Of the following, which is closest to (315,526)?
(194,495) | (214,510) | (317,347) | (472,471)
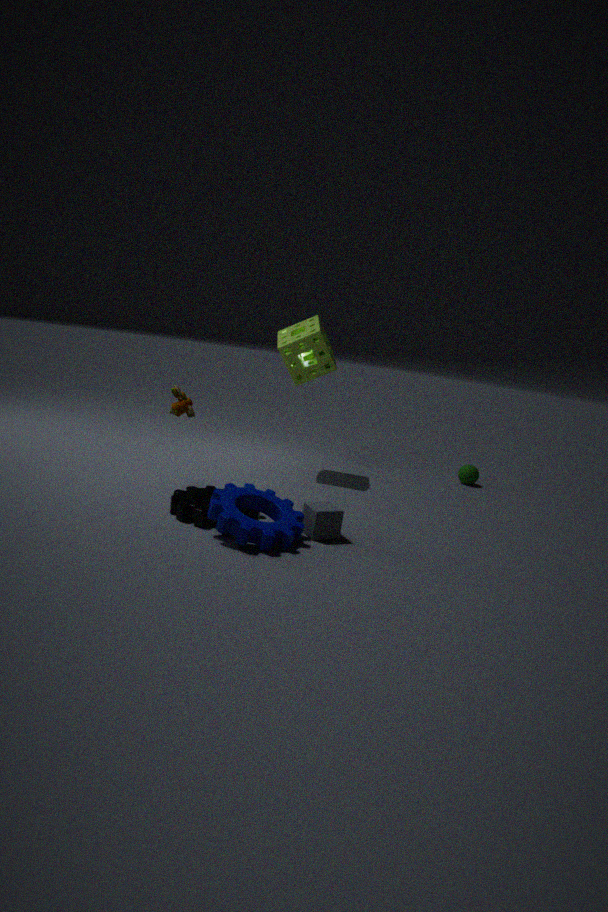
(214,510)
